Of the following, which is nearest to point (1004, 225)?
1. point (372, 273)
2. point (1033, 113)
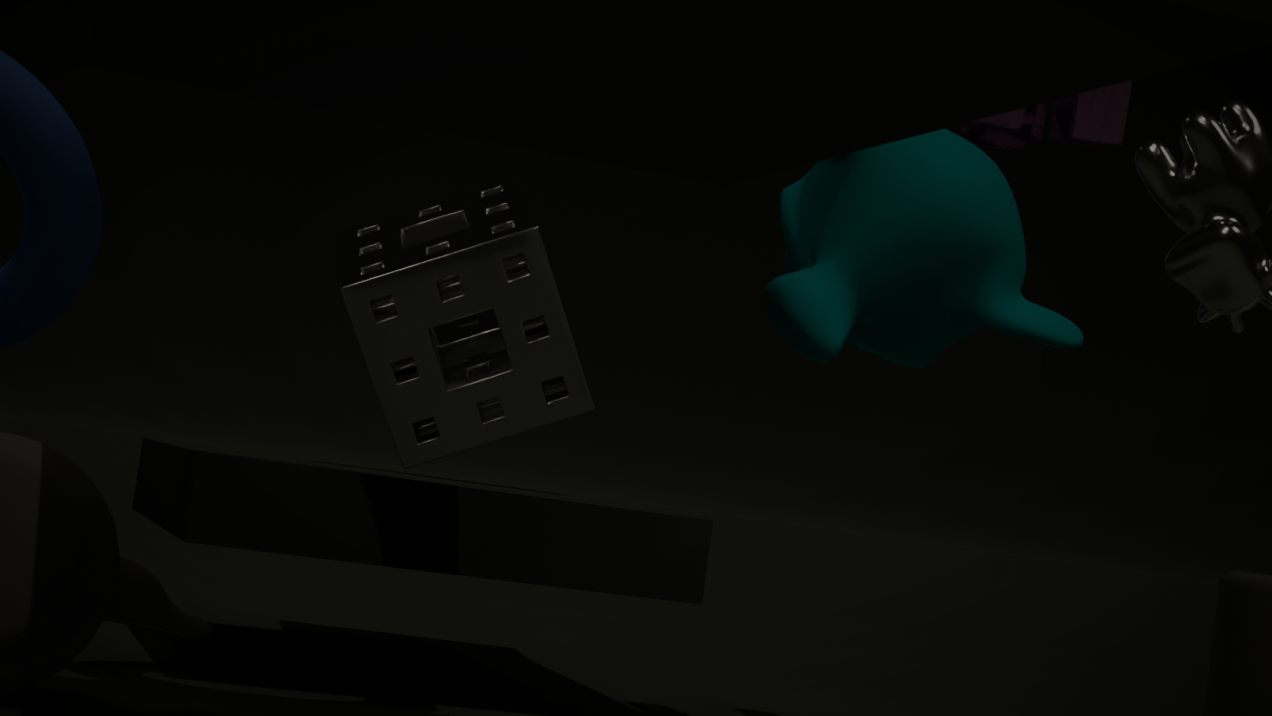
point (1033, 113)
